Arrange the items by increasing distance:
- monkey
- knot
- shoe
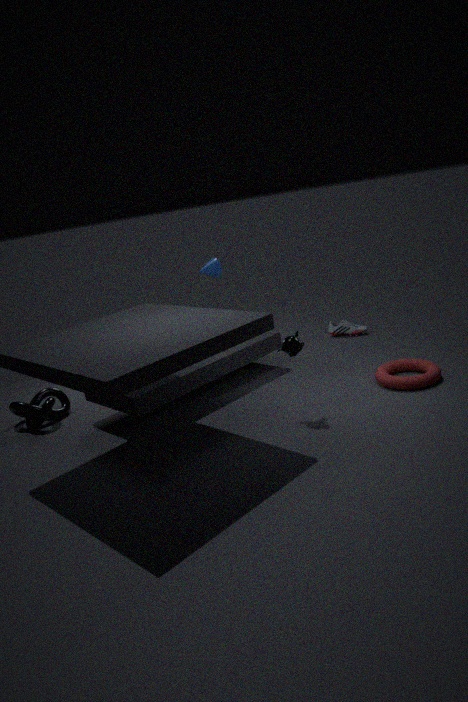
monkey, knot, shoe
